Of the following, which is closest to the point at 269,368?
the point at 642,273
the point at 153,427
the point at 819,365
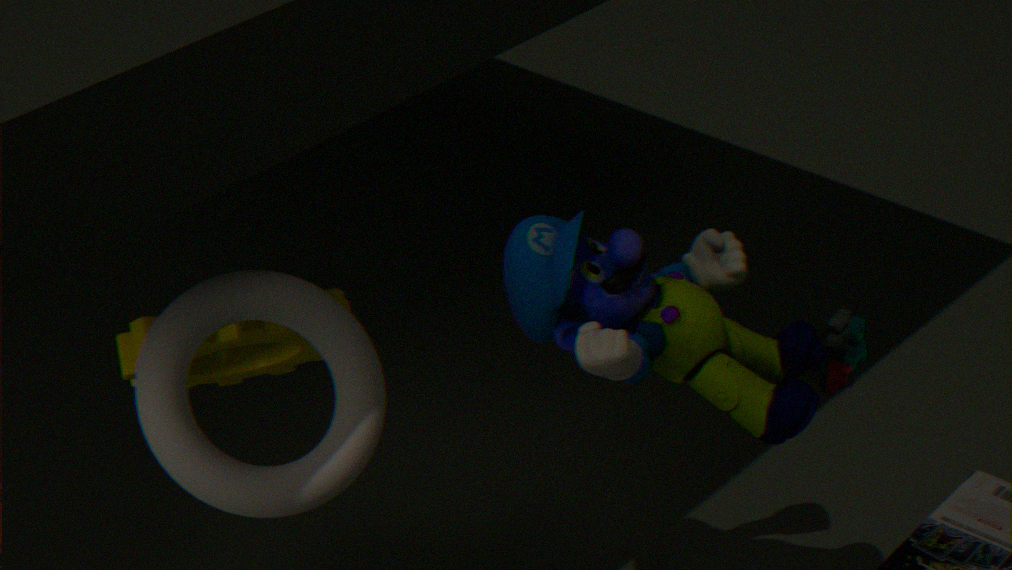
the point at 153,427
